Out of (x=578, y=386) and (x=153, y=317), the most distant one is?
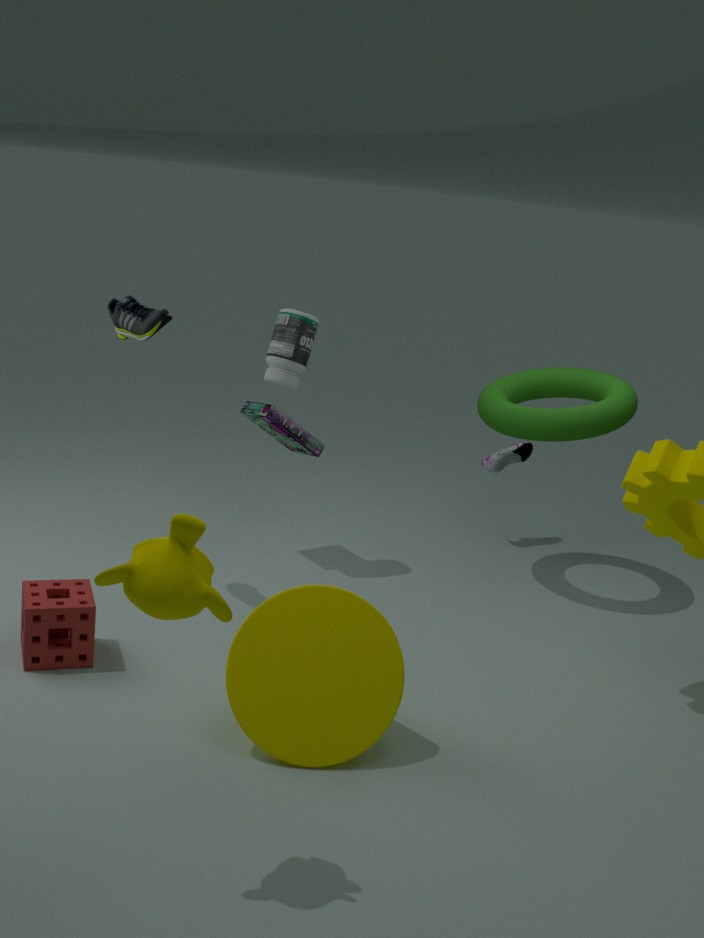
(x=578, y=386)
